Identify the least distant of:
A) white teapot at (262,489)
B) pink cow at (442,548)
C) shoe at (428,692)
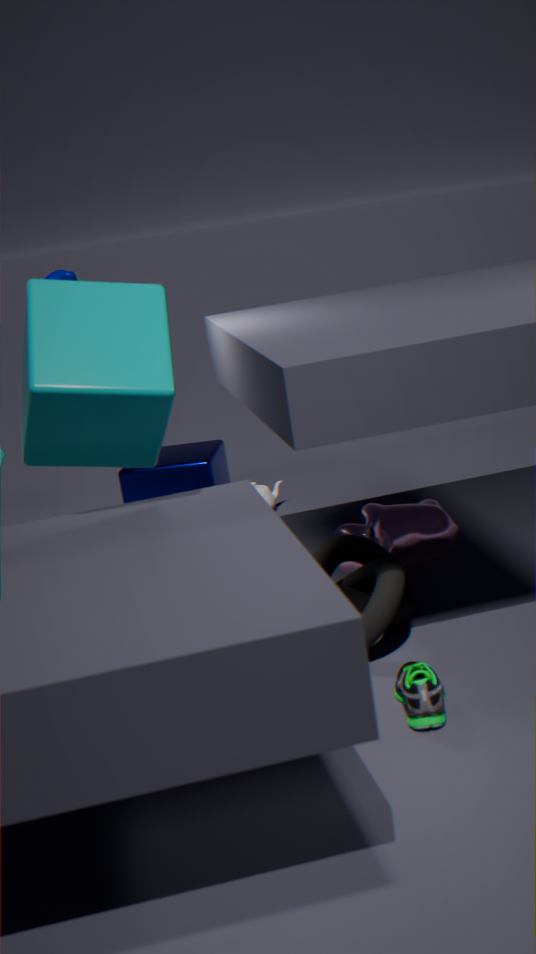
shoe at (428,692)
